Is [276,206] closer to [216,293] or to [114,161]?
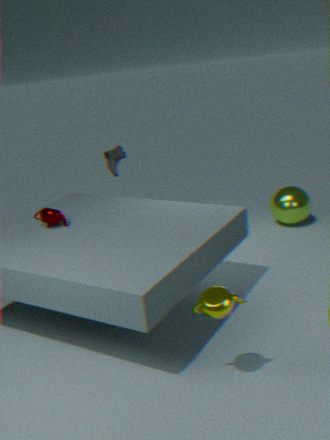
[114,161]
